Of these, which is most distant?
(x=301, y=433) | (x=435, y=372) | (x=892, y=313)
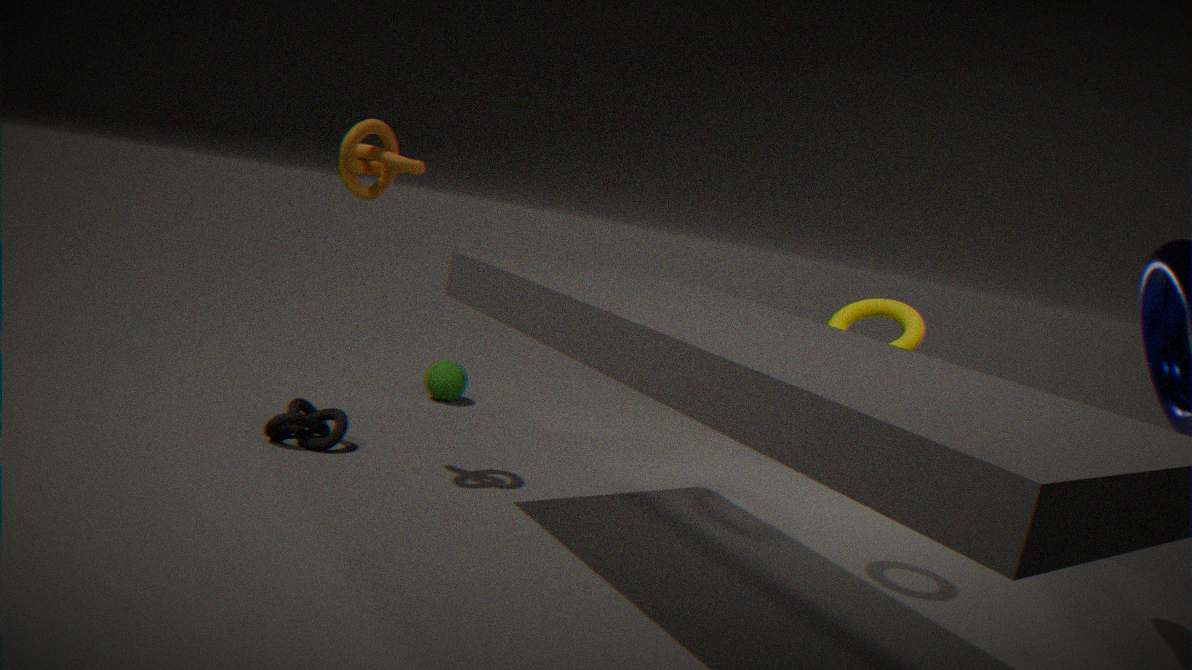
(x=435, y=372)
